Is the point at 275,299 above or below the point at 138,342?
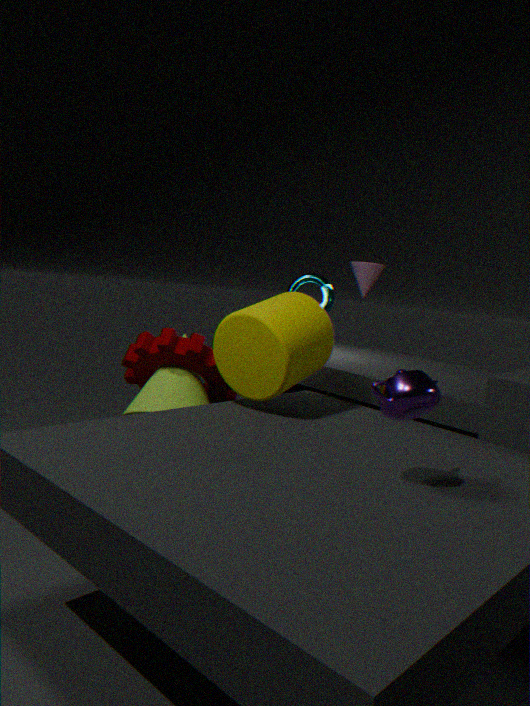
above
